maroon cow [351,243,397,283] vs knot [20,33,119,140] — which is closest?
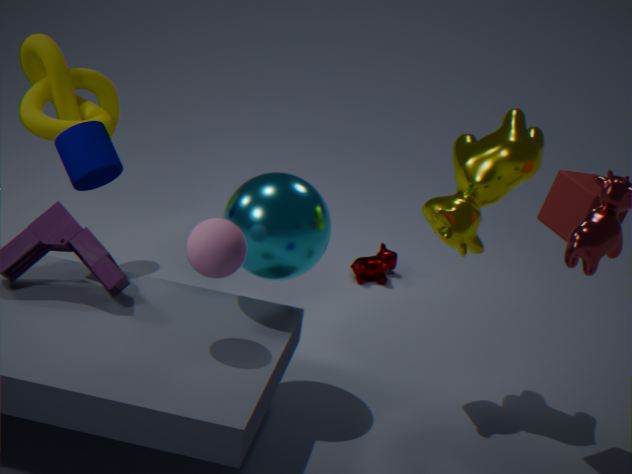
knot [20,33,119,140]
